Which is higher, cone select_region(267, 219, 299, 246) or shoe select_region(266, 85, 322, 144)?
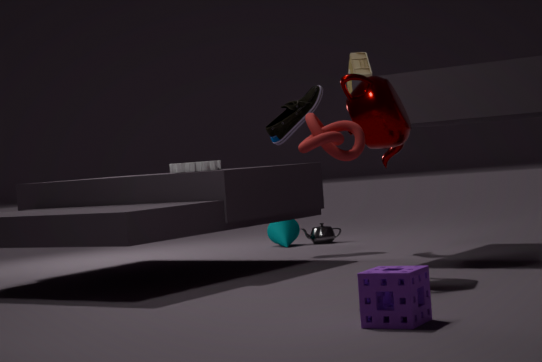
shoe select_region(266, 85, 322, 144)
